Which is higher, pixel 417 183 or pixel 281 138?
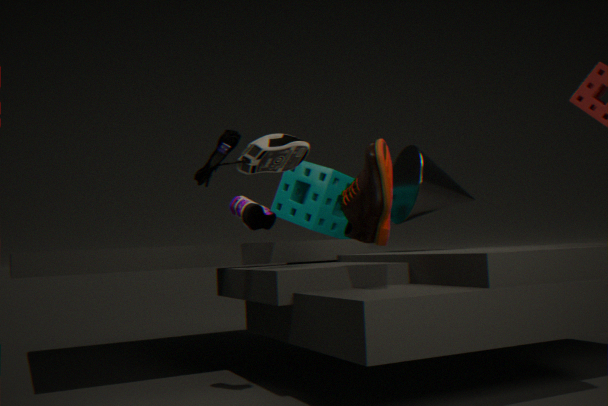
pixel 281 138
